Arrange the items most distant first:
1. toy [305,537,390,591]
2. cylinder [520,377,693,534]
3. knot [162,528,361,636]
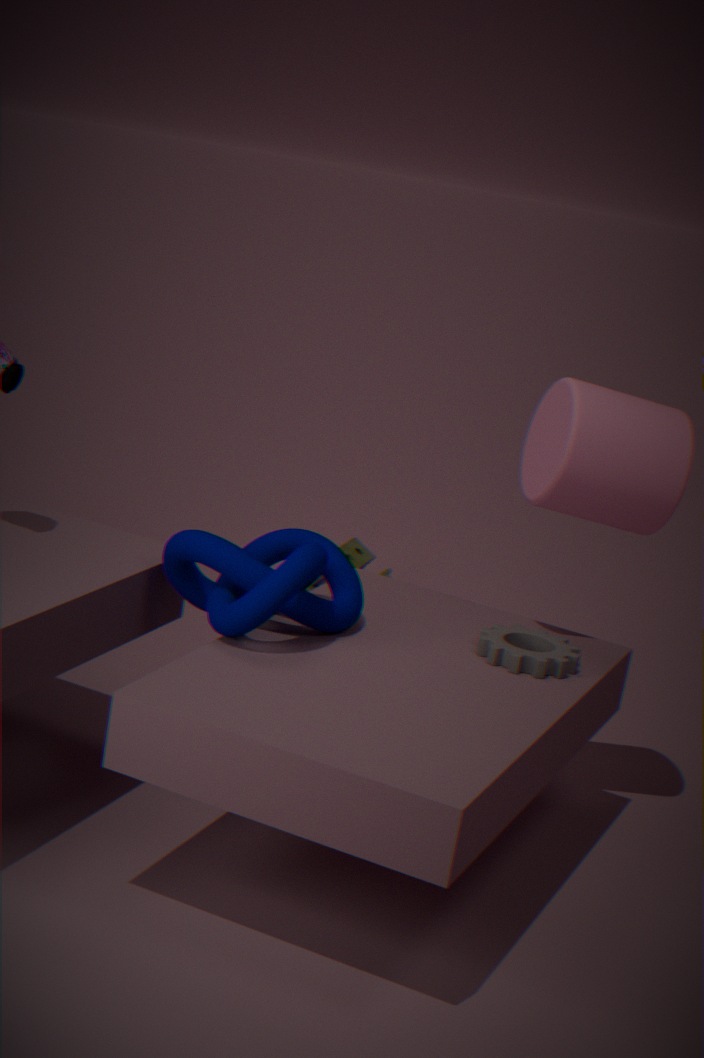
1. toy [305,537,390,591]
2. cylinder [520,377,693,534]
3. knot [162,528,361,636]
